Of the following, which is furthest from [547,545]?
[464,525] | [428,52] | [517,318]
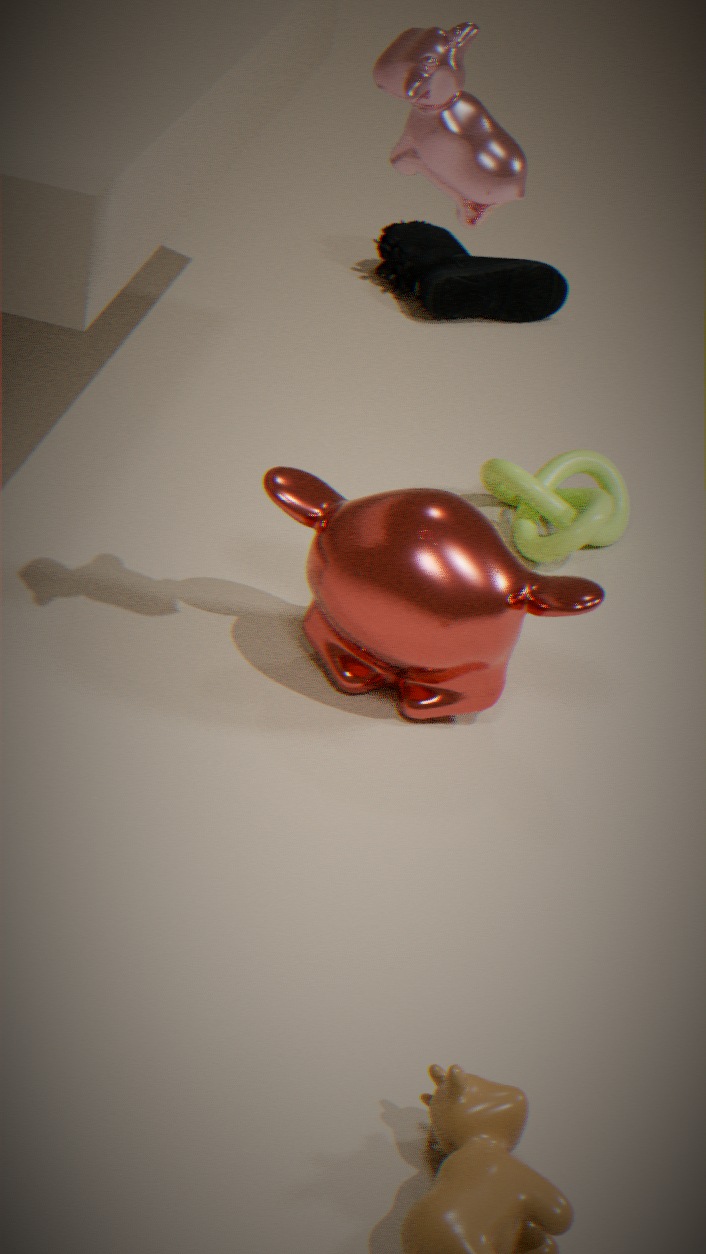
[428,52]
